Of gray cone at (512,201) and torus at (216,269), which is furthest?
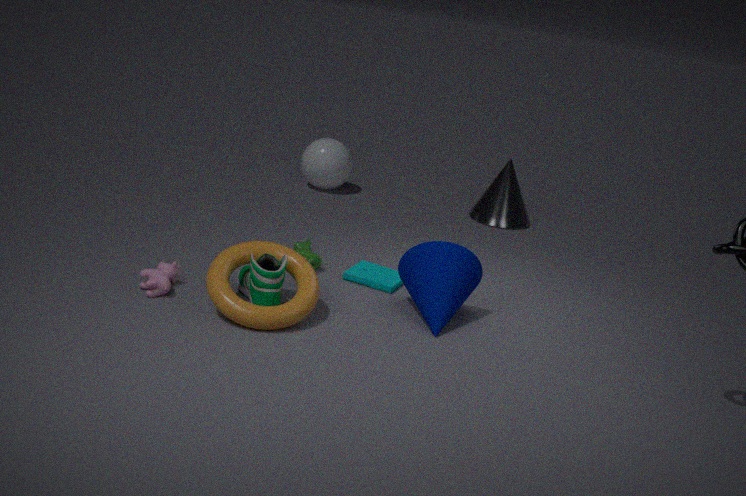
gray cone at (512,201)
